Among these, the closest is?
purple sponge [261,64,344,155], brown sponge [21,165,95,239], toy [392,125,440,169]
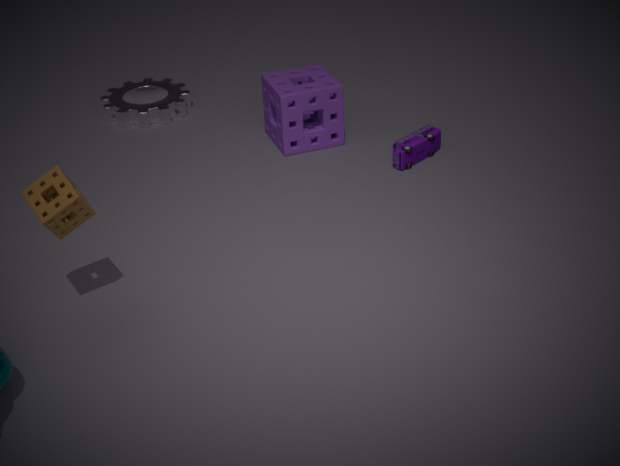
brown sponge [21,165,95,239]
